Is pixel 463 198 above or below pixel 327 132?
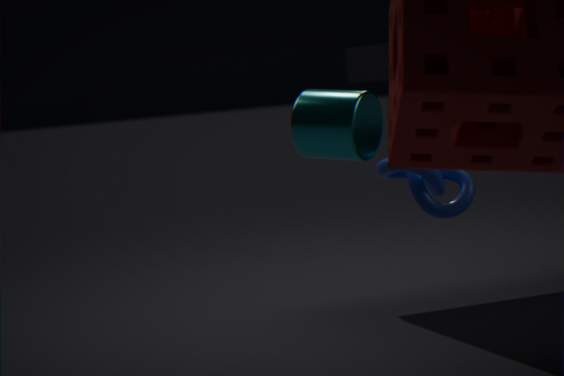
below
